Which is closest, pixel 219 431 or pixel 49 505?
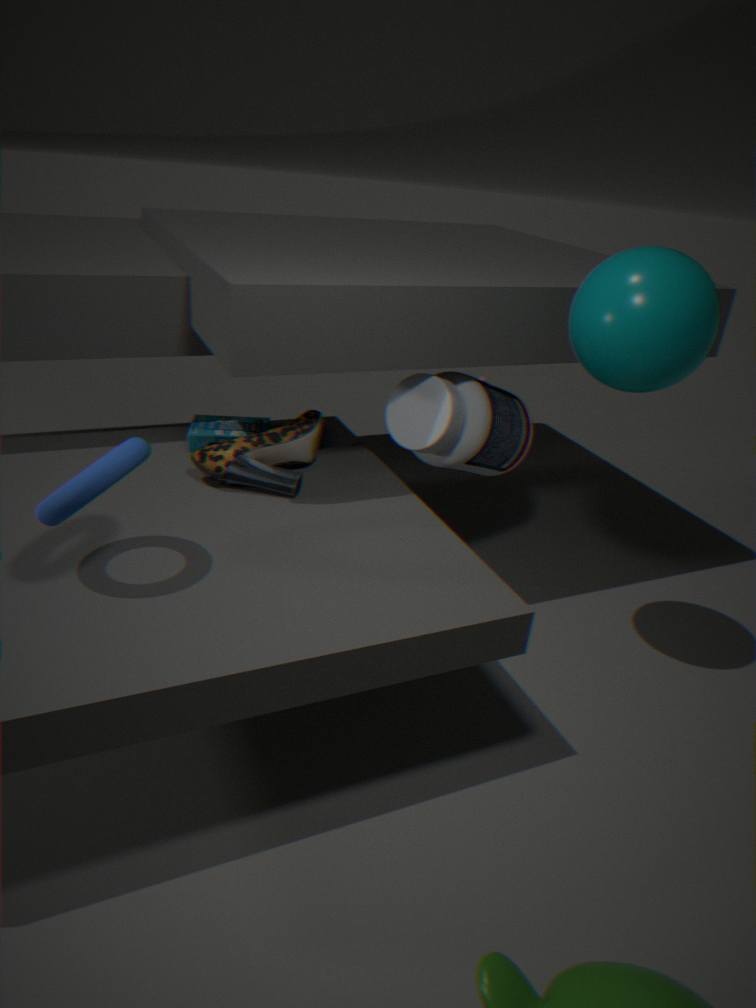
pixel 49 505
